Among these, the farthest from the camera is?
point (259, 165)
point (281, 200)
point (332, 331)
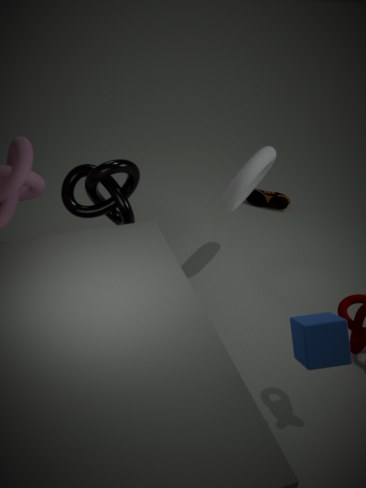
point (281, 200)
